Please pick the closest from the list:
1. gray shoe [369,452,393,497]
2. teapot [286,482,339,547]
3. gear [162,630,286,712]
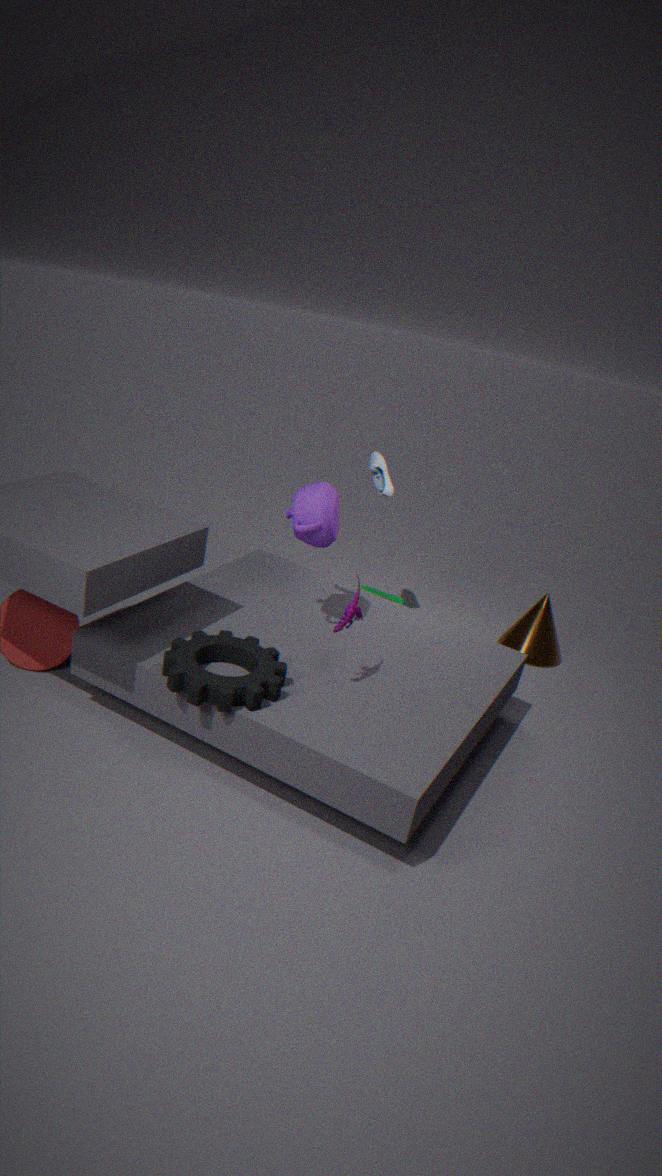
gear [162,630,286,712]
